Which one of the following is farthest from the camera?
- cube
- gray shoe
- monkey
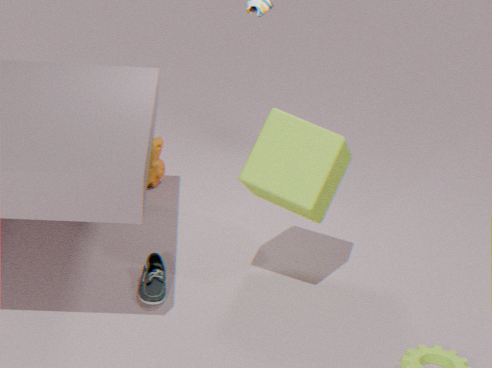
monkey
